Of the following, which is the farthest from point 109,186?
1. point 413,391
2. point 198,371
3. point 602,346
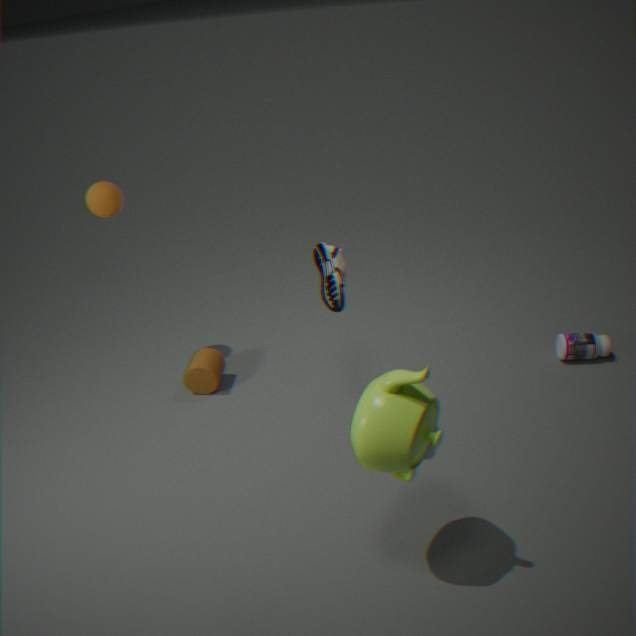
point 602,346
